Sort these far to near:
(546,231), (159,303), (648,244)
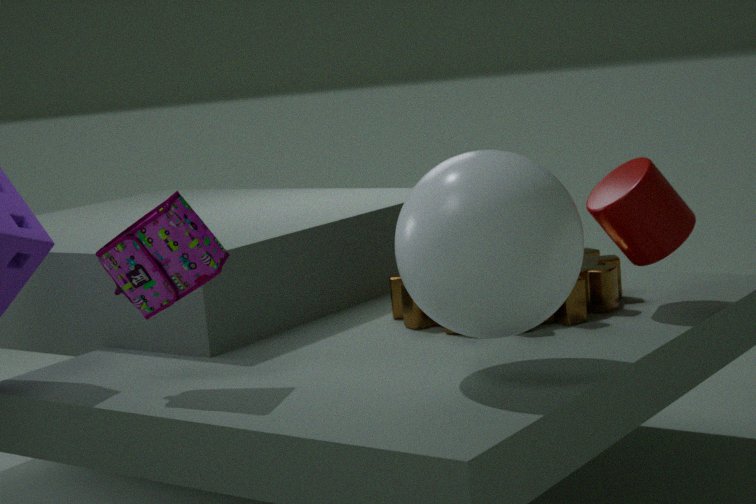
(648,244), (159,303), (546,231)
